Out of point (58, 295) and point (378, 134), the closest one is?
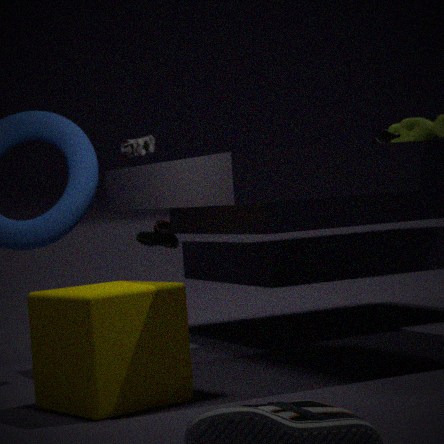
point (58, 295)
